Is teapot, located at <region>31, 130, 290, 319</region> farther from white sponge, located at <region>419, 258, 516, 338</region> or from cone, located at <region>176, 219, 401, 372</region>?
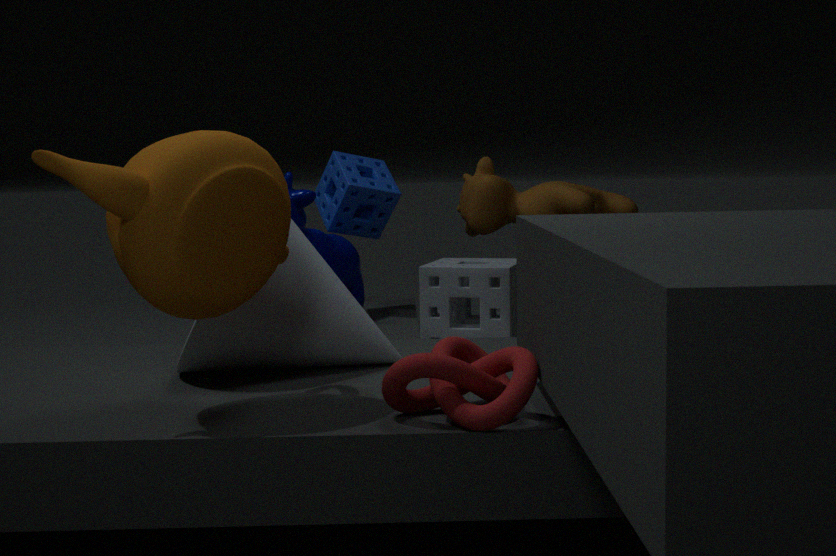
white sponge, located at <region>419, 258, 516, 338</region>
